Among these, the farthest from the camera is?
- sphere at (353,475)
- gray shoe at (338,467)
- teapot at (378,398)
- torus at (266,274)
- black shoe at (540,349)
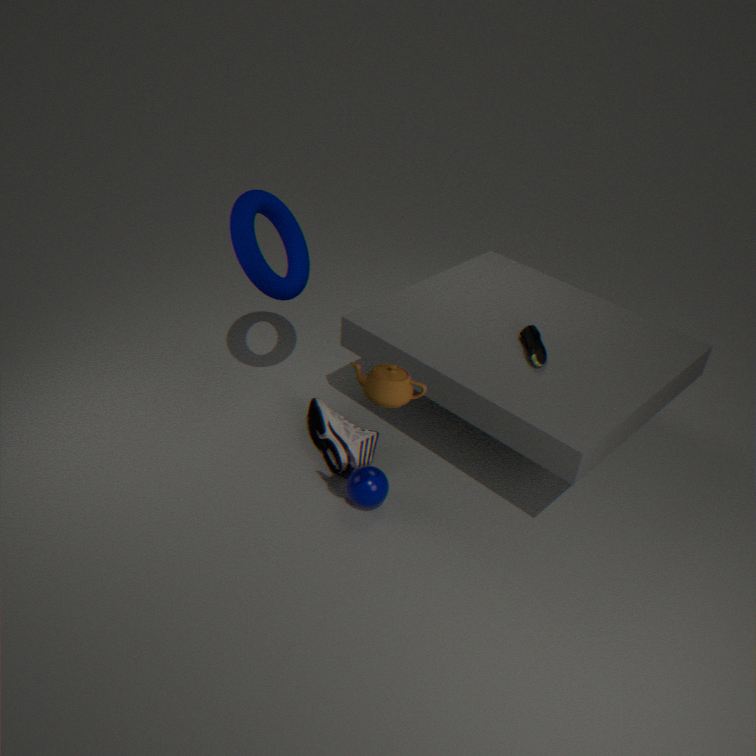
gray shoe at (338,467)
